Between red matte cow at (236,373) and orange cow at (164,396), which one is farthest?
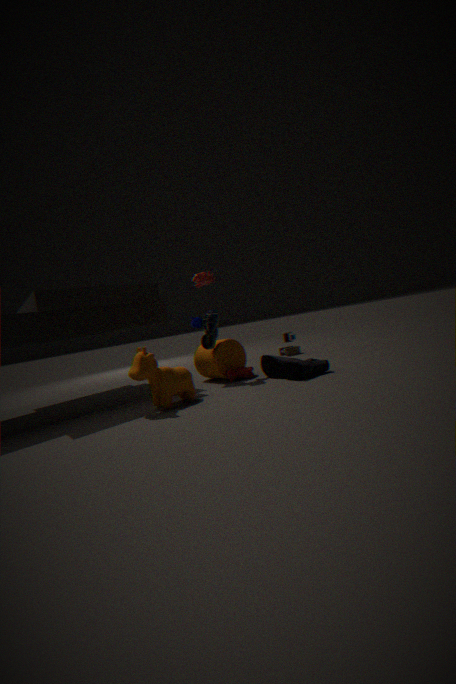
red matte cow at (236,373)
